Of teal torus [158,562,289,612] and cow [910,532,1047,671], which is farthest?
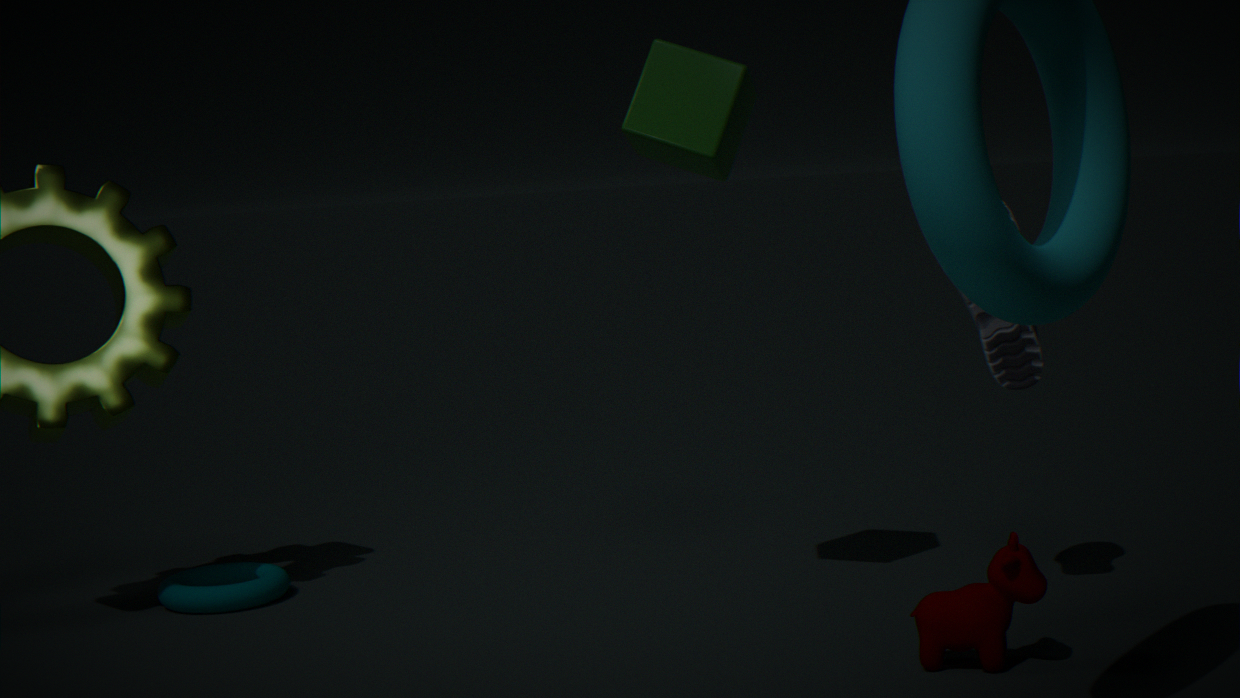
teal torus [158,562,289,612]
